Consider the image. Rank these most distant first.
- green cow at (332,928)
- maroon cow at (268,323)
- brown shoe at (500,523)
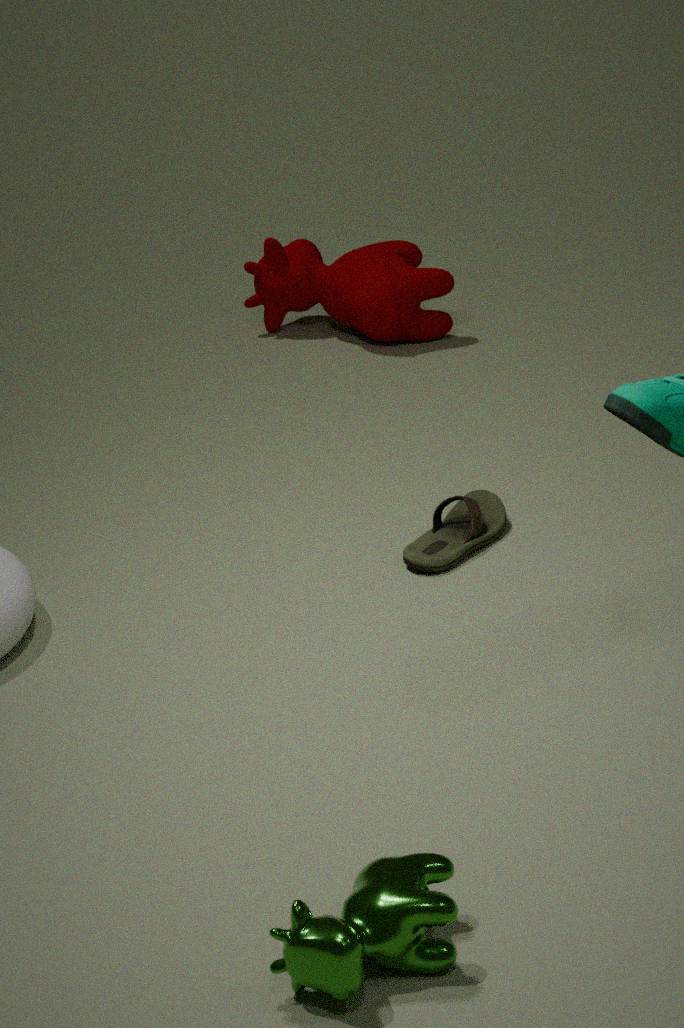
maroon cow at (268,323), brown shoe at (500,523), green cow at (332,928)
